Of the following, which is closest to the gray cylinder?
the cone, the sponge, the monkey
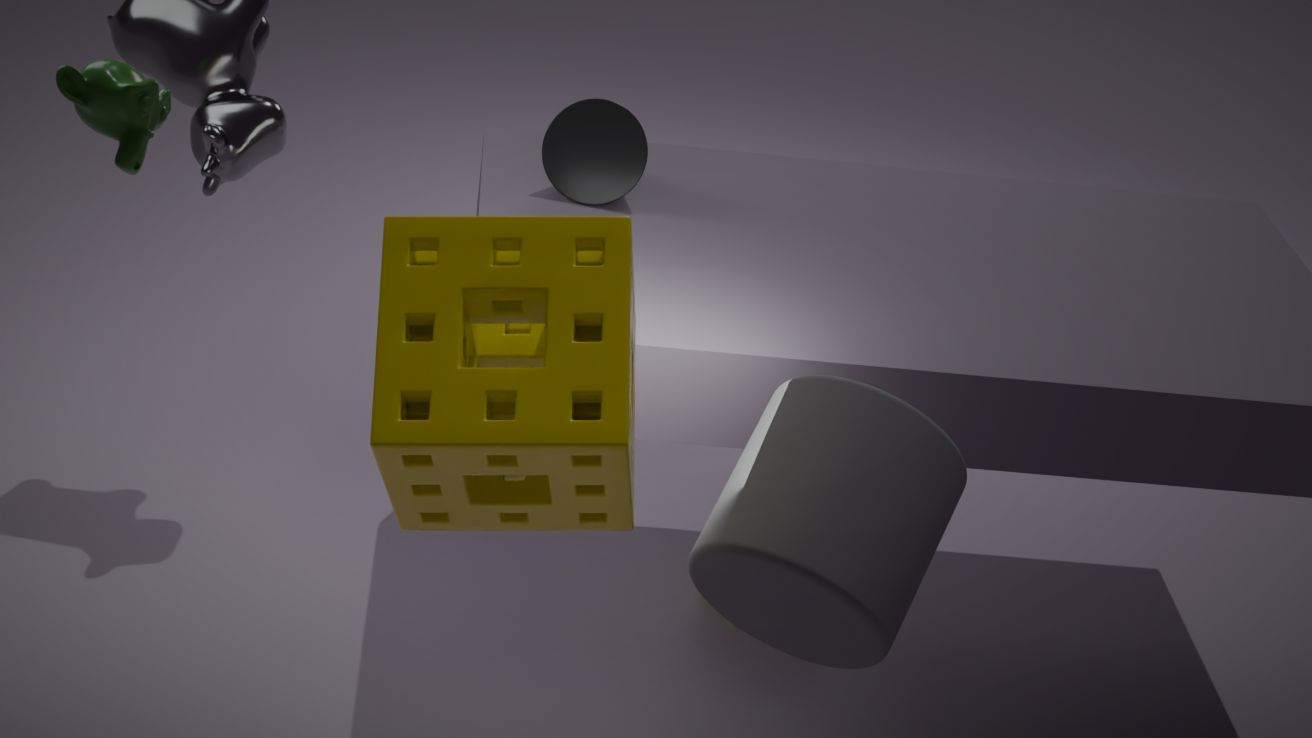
the sponge
